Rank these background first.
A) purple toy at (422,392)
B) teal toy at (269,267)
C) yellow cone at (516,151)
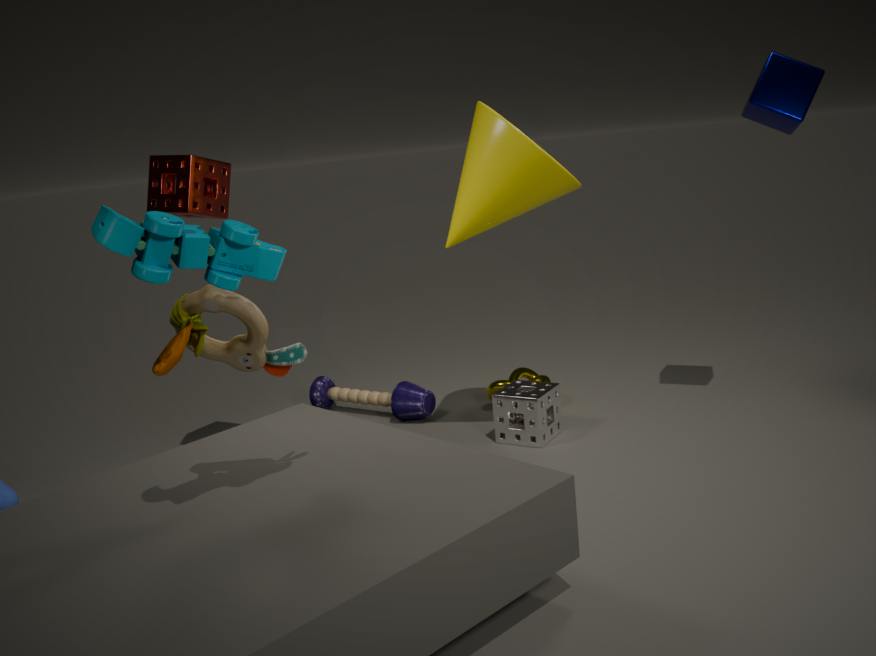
purple toy at (422,392), yellow cone at (516,151), teal toy at (269,267)
